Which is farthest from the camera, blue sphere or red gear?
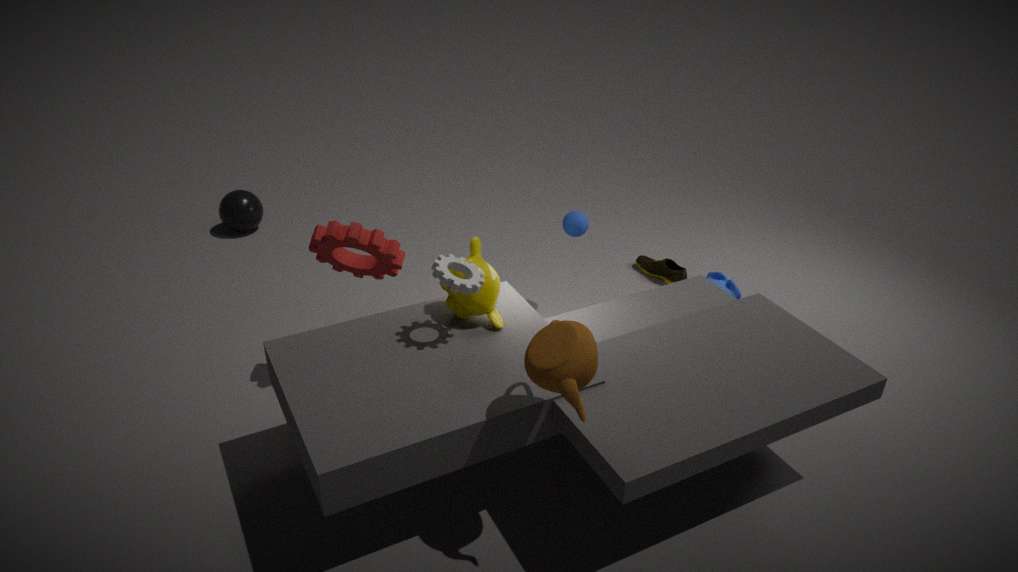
blue sphere
